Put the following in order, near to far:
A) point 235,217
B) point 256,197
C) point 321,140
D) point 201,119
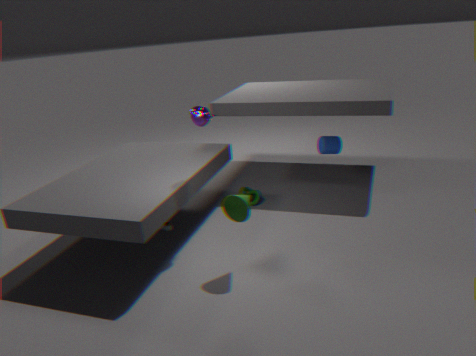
point 235,217 < point 201,119 < point 256,197 < point 321,140
